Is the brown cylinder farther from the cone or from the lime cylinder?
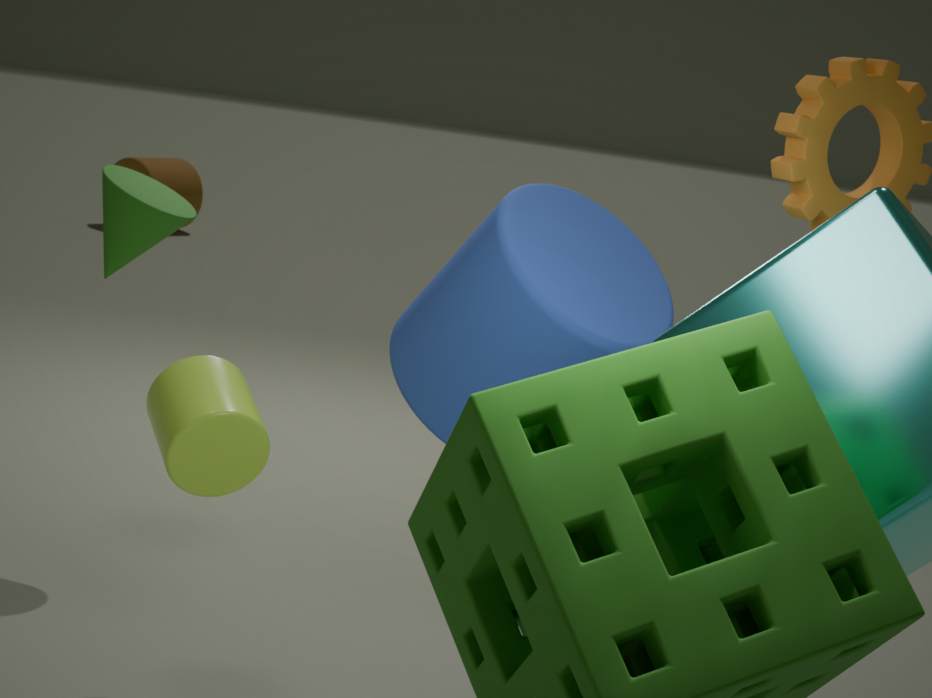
the lime cylinder
